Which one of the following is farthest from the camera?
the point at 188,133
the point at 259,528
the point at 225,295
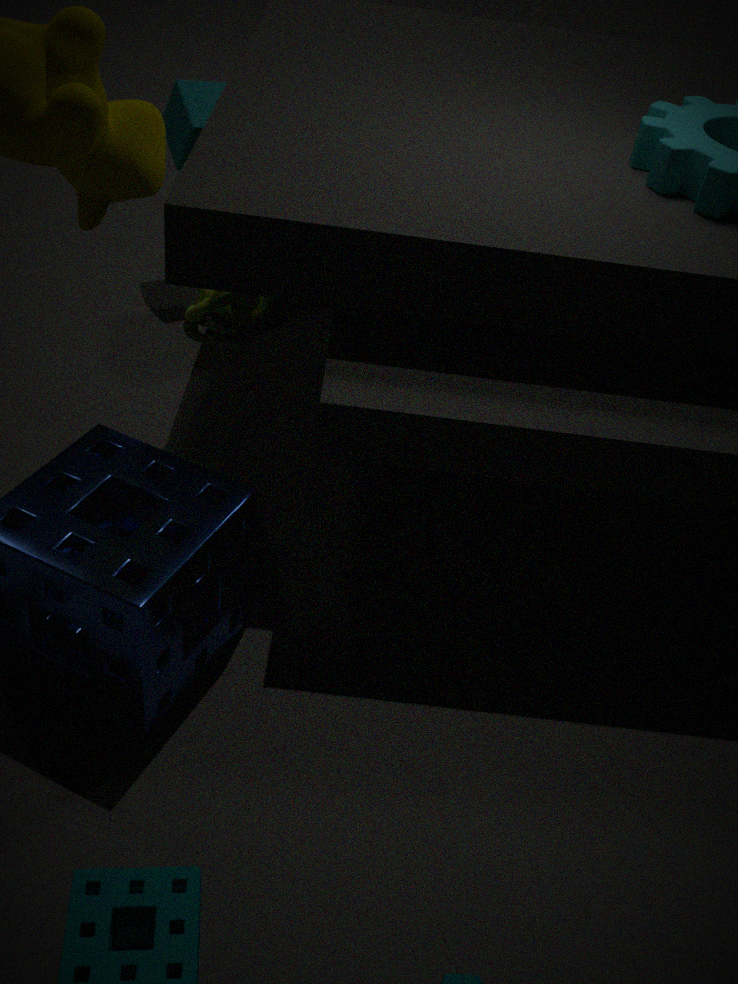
the point at 225,295
